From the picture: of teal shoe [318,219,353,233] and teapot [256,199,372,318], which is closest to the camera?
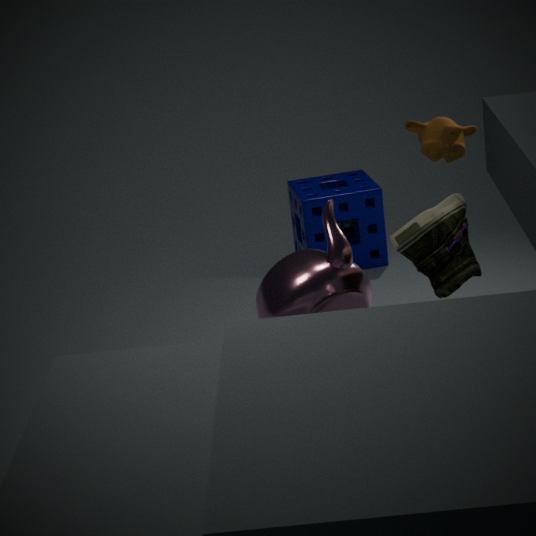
teapot [256,199,372,318]
